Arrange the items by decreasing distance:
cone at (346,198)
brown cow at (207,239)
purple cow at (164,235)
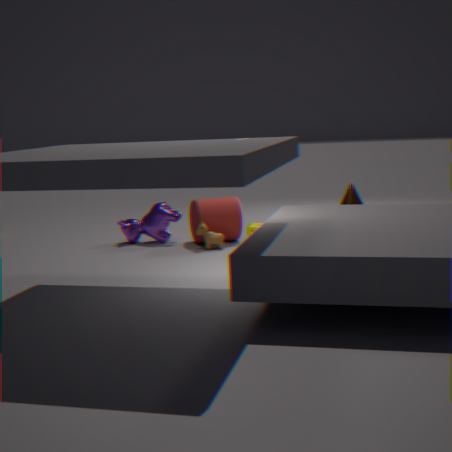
purple cow at (164,235)
cone at (346,198)
brown cow at (207,239)
